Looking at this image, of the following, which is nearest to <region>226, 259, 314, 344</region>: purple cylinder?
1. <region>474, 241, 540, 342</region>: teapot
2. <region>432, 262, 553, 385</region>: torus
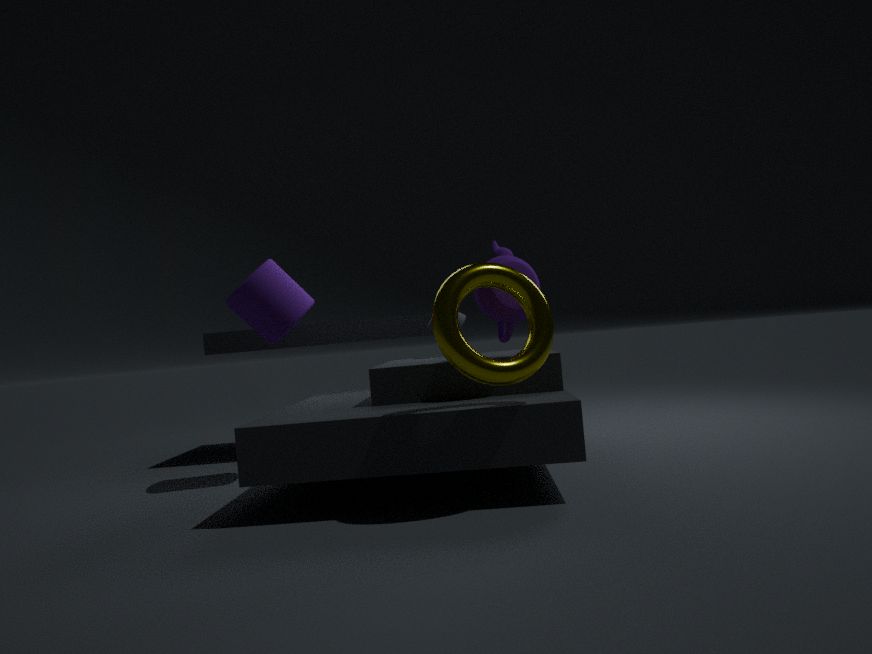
<region>474, 241, 540, 342</region>: teapot
